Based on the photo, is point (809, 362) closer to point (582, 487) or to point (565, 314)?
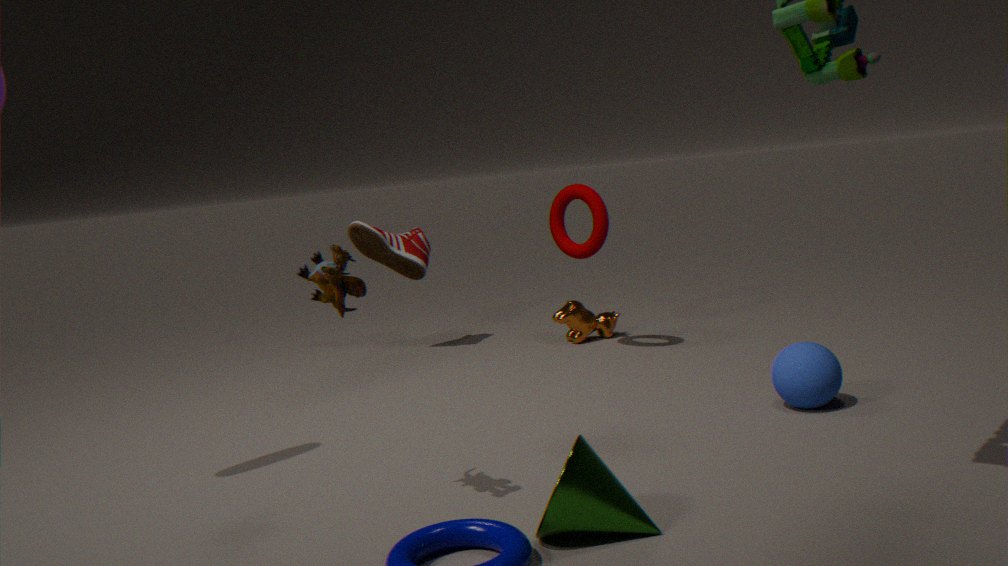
point (582, 487)
